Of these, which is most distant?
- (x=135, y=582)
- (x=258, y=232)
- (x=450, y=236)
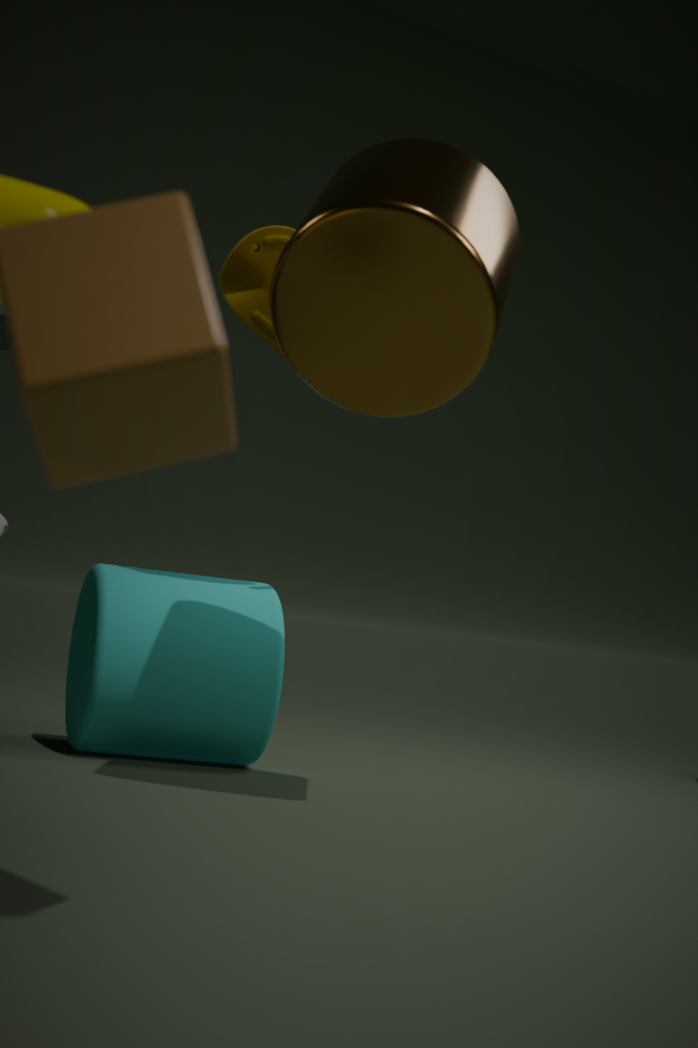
(x=135, y=582)
